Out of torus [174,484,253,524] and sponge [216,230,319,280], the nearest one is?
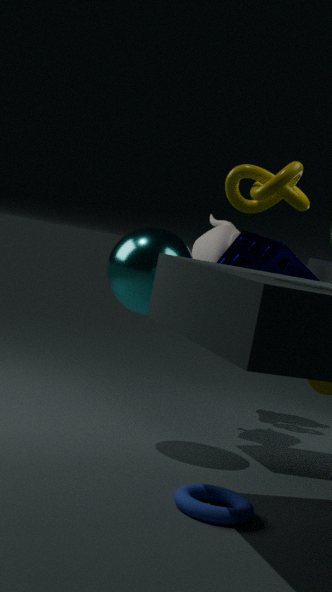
torus [174,484,253,524]
